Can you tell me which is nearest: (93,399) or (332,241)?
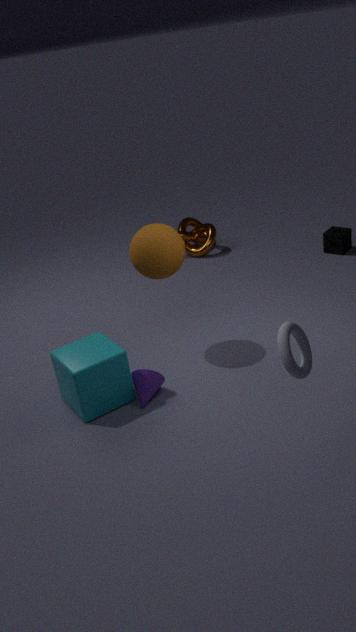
(93,399)
